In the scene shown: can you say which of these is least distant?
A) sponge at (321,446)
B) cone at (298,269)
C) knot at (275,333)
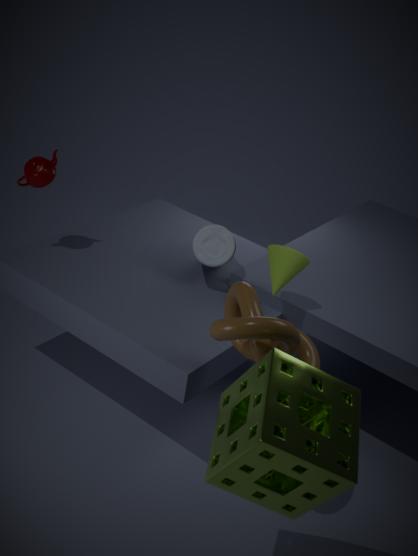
sponge at (321,446)
